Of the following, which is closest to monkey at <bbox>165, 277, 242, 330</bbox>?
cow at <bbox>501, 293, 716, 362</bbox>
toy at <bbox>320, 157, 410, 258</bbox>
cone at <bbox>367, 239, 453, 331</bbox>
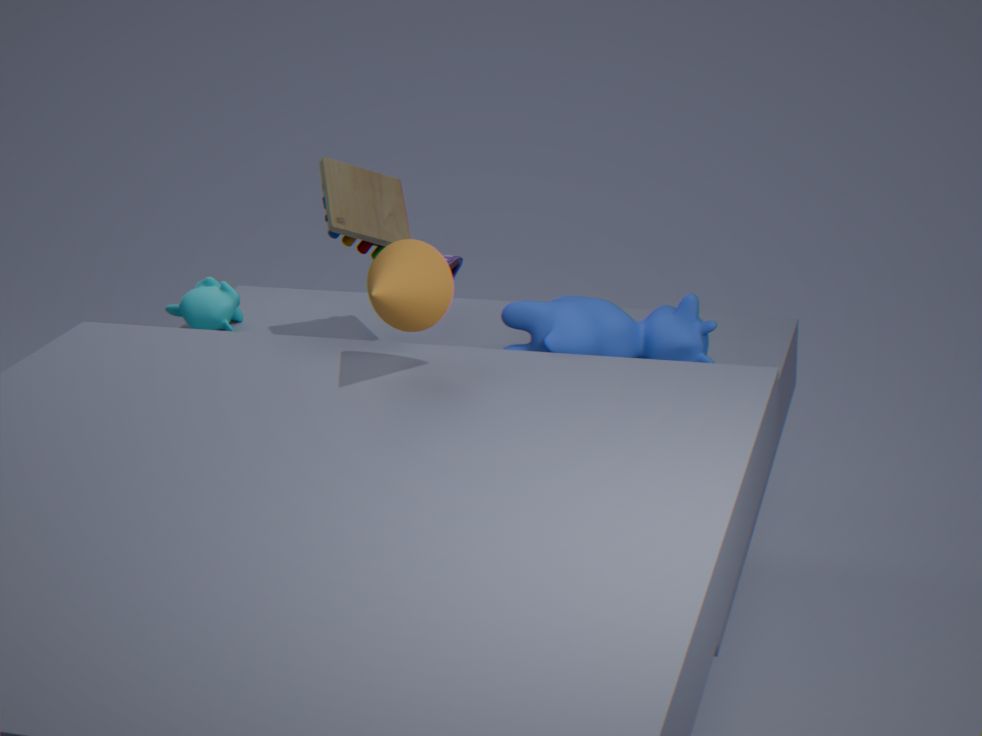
toy at <bbox>320, 157, 410, 258</bbox>
